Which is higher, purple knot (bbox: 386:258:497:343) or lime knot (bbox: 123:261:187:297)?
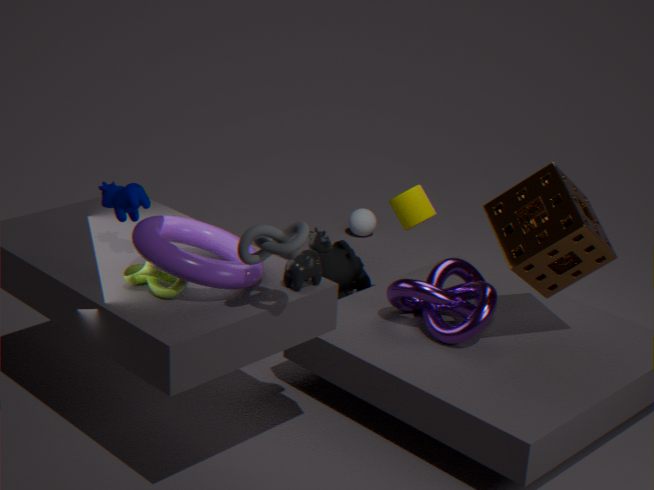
lime knot (bbox: 123:261:187:297)
